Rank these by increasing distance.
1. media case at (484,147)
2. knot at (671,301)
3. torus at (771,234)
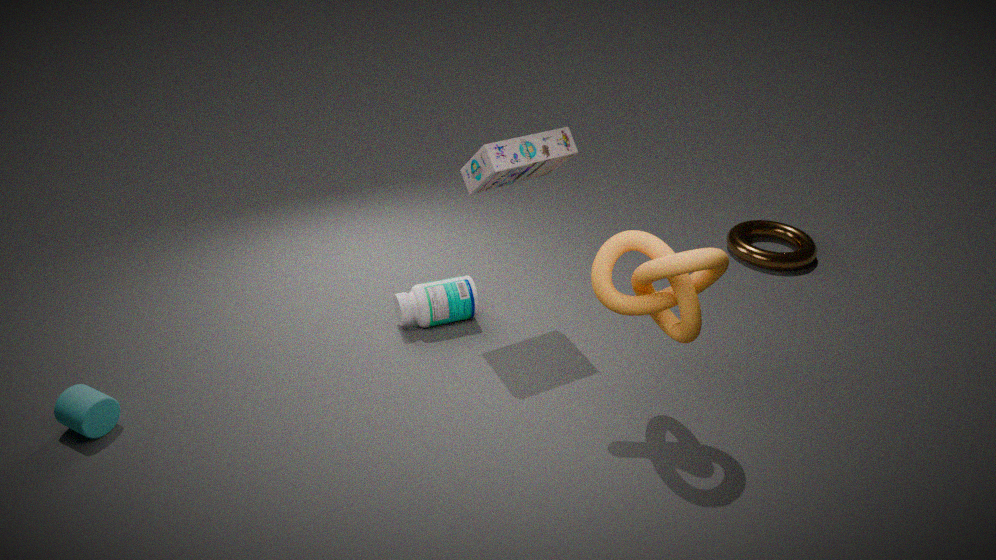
knot at (671,301)
media case at (484,147)
torus at (771,234)
